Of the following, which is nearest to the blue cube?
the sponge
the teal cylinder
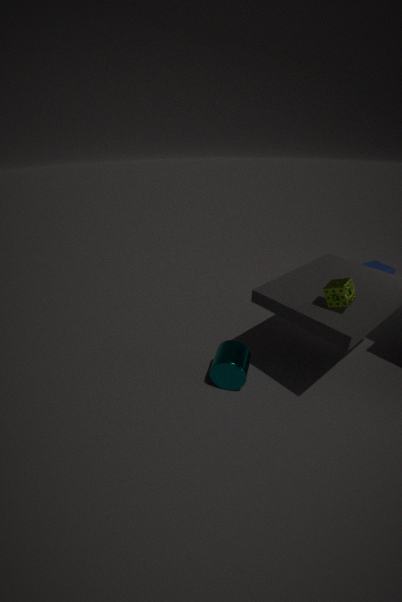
the sponge
